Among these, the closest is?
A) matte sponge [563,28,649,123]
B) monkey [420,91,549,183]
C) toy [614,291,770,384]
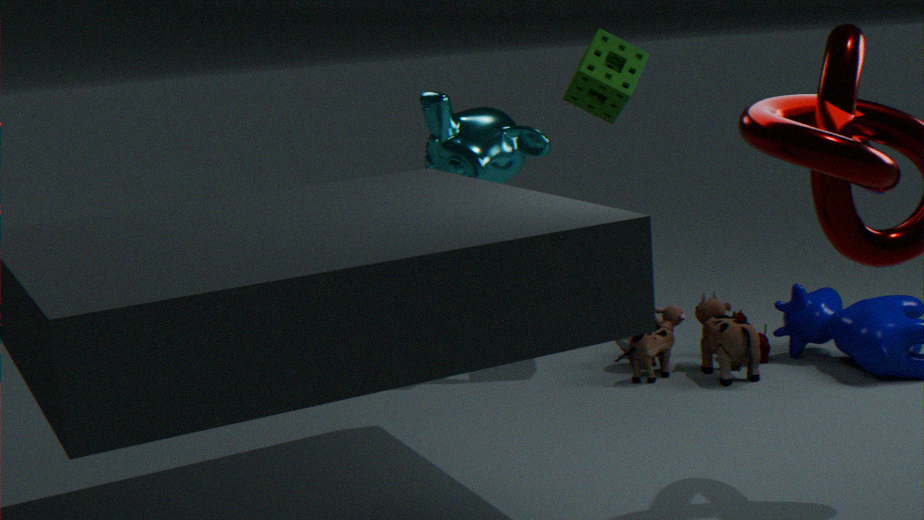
toy [614,291,770,384]
